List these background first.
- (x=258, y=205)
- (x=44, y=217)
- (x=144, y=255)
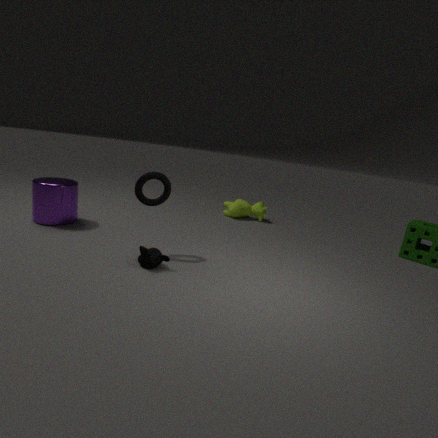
(x=258, y=205), (x=44, y=217), (x=144, y=255)
